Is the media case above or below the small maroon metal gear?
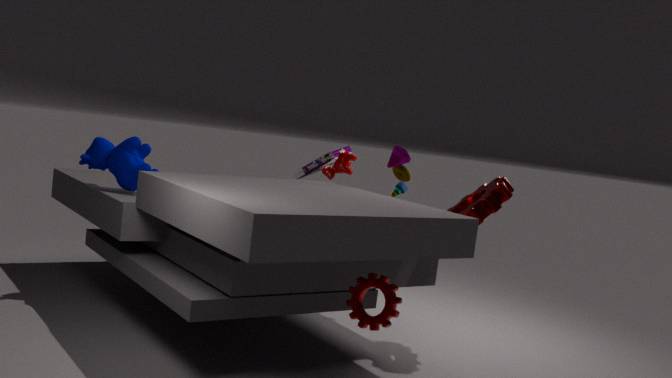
above
